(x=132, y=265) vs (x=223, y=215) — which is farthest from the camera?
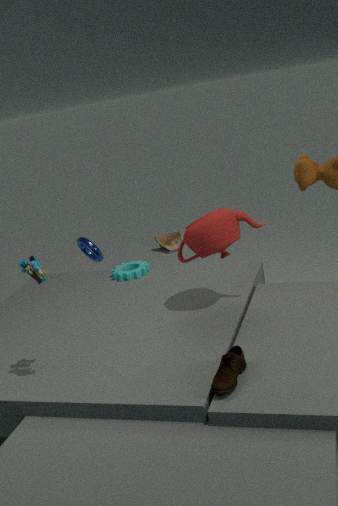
(x=132, y=265)
